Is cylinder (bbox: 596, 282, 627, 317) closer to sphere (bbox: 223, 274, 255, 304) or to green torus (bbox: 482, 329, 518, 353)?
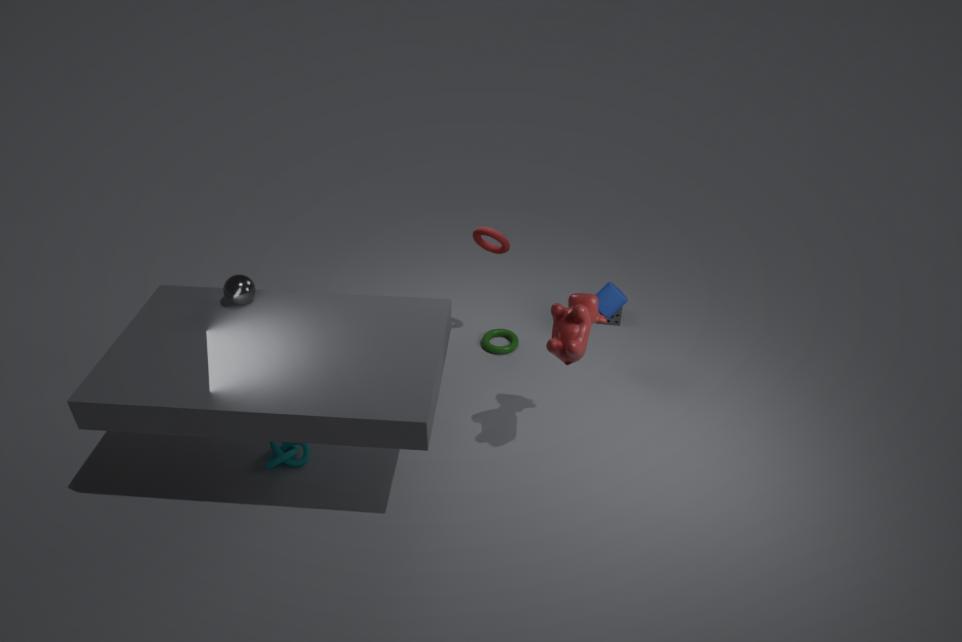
green torus (bbox: 482, 329, 518, 353)
